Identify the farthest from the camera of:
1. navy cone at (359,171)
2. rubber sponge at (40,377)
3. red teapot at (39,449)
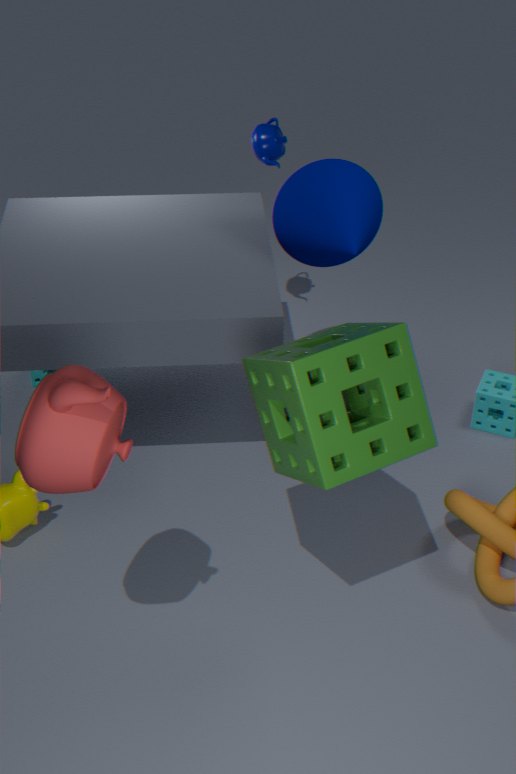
rubber sponge at (40,377)
